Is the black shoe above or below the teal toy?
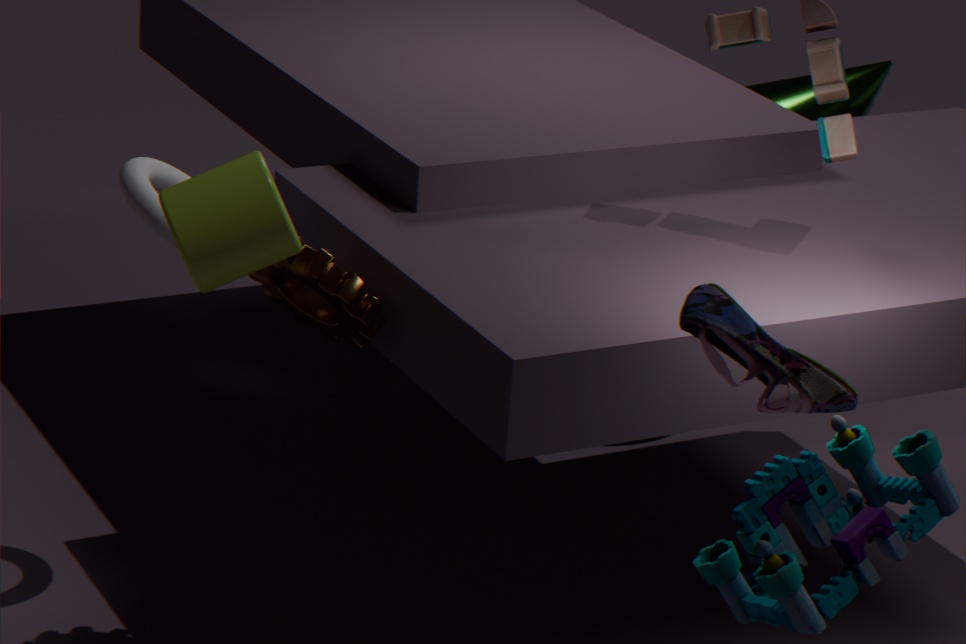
above
